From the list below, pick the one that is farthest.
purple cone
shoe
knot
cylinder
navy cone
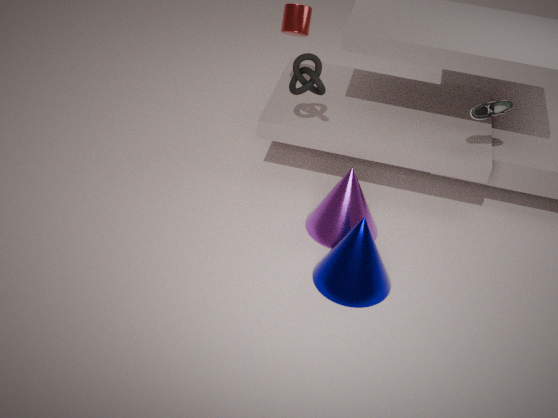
cylinder
